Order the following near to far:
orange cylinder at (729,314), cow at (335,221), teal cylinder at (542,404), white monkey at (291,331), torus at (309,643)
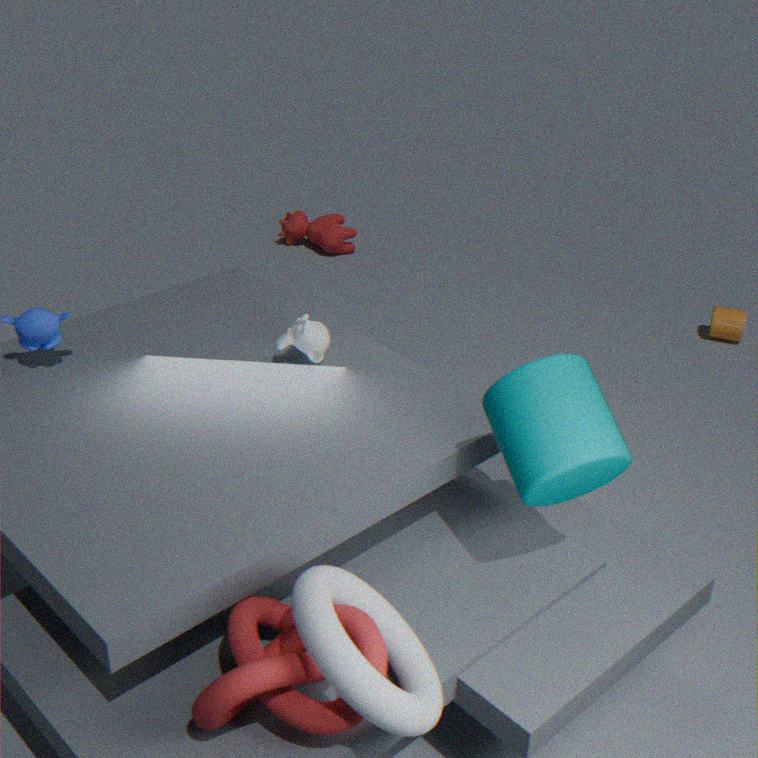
torus at (309,643) < teal cylinder at (542,404) < white monkey at (291,331) < orange cylinder at (729,314) < cow at (335,221)
